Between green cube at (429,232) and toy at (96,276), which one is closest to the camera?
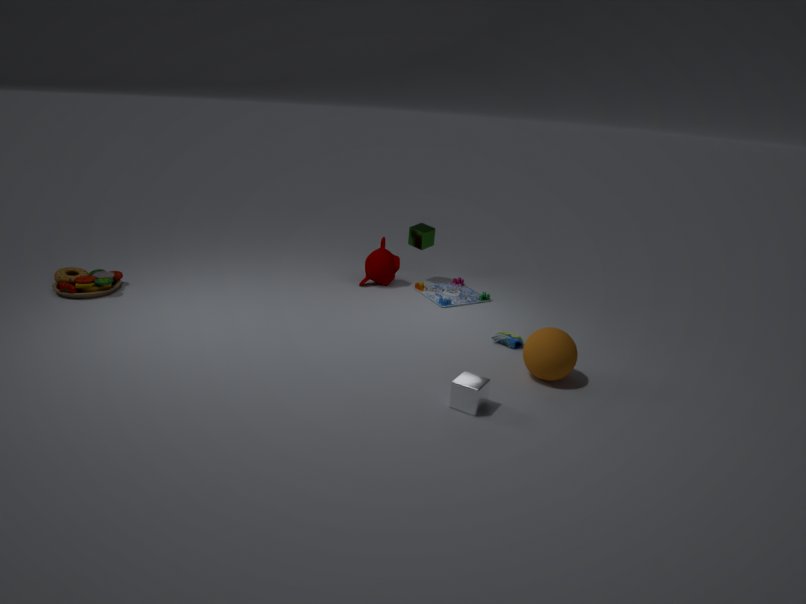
toy at (96,276)
